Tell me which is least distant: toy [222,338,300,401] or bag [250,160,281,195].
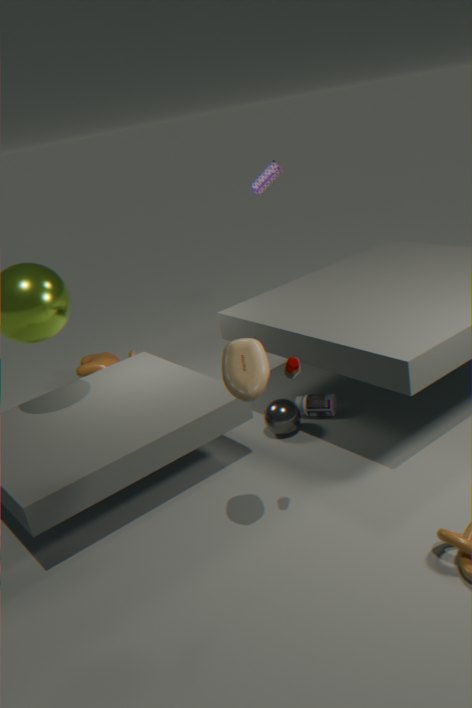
toy [222,338,300,401]
